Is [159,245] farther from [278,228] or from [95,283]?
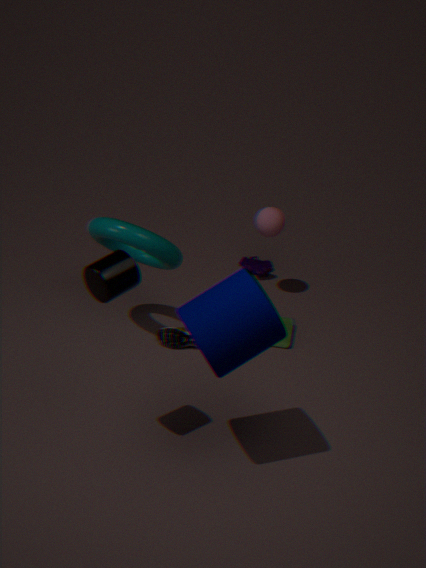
[95,283]
